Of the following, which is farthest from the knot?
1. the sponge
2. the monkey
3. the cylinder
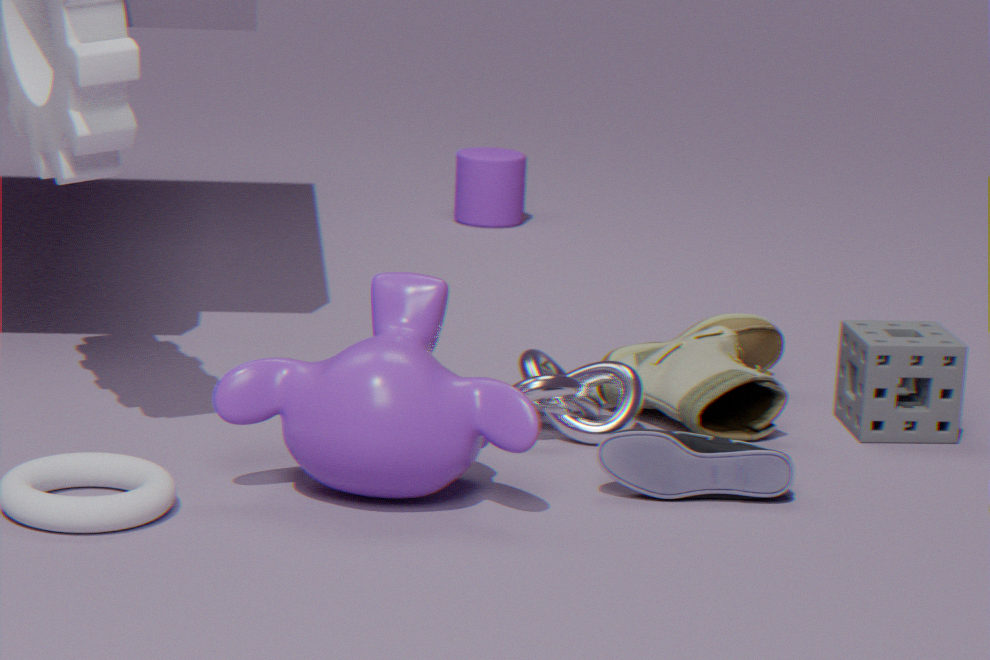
the cylinder
